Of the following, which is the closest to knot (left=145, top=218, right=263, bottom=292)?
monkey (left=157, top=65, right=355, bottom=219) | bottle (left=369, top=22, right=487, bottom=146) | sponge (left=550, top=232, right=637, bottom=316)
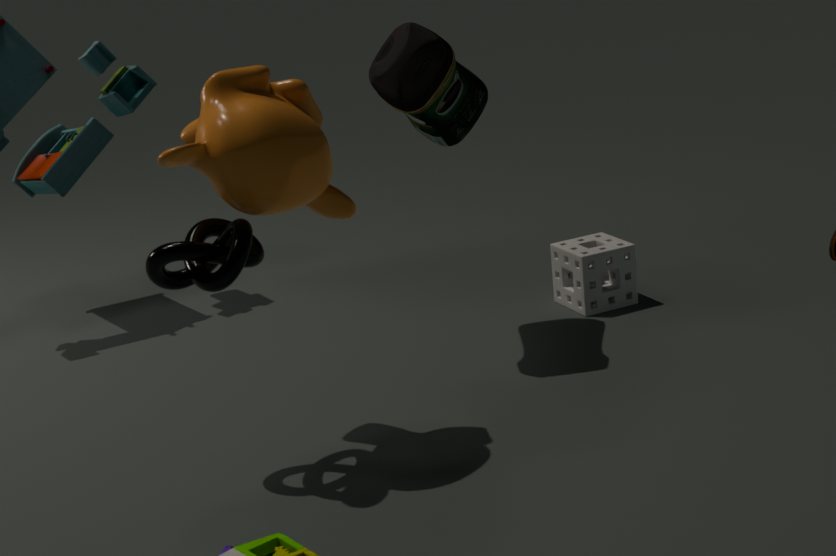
monkey (left=157, top=65, right=355, bottom=219)
